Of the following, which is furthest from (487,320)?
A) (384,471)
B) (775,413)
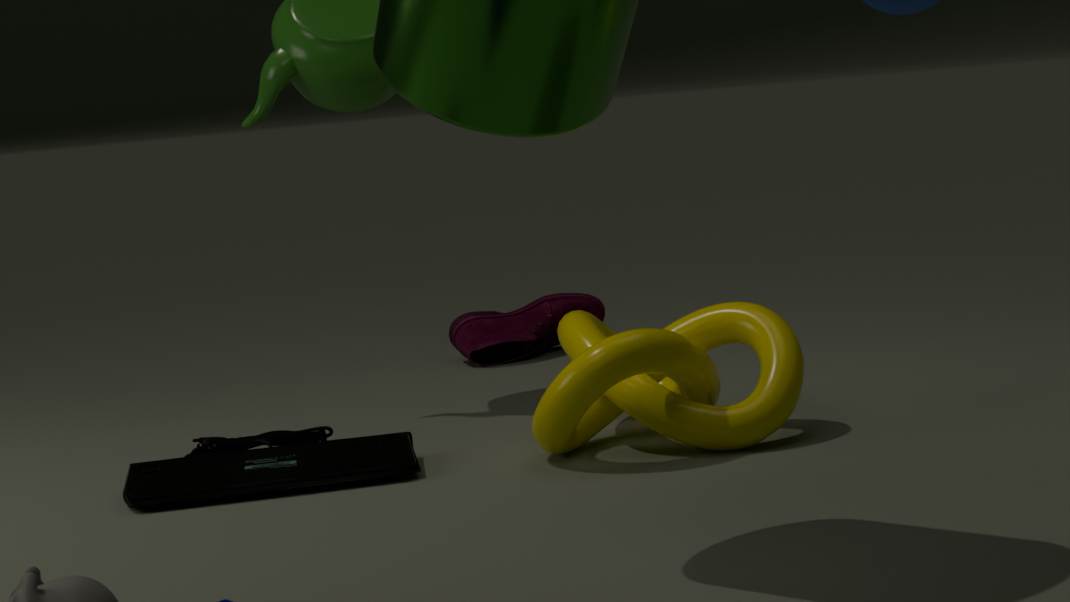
(384,471)
